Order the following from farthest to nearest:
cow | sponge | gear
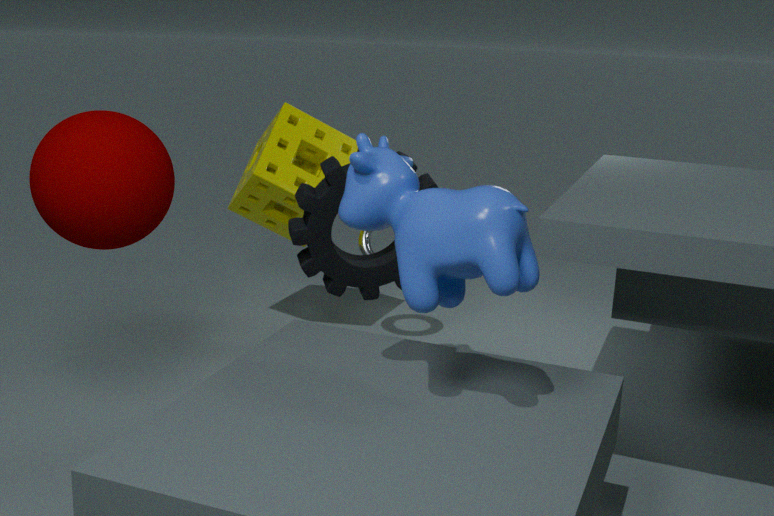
sponge
gear
cow
